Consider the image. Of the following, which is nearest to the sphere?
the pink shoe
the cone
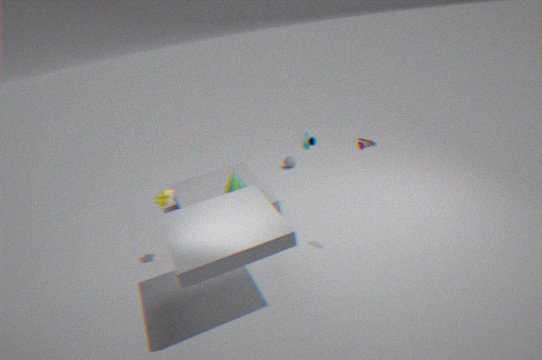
the cone
